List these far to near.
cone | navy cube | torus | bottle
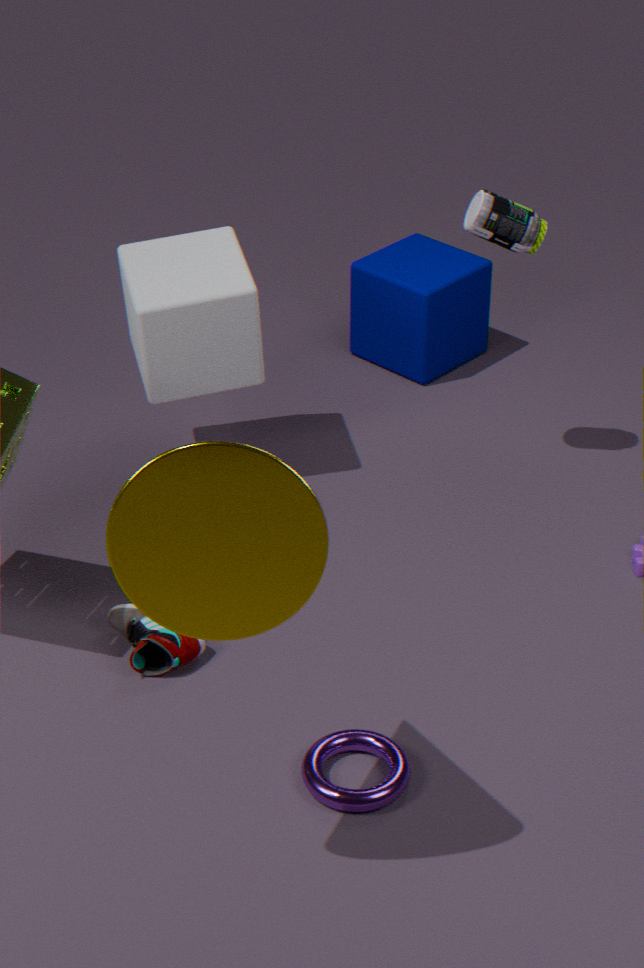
navy cube, bottle, torus, cone
